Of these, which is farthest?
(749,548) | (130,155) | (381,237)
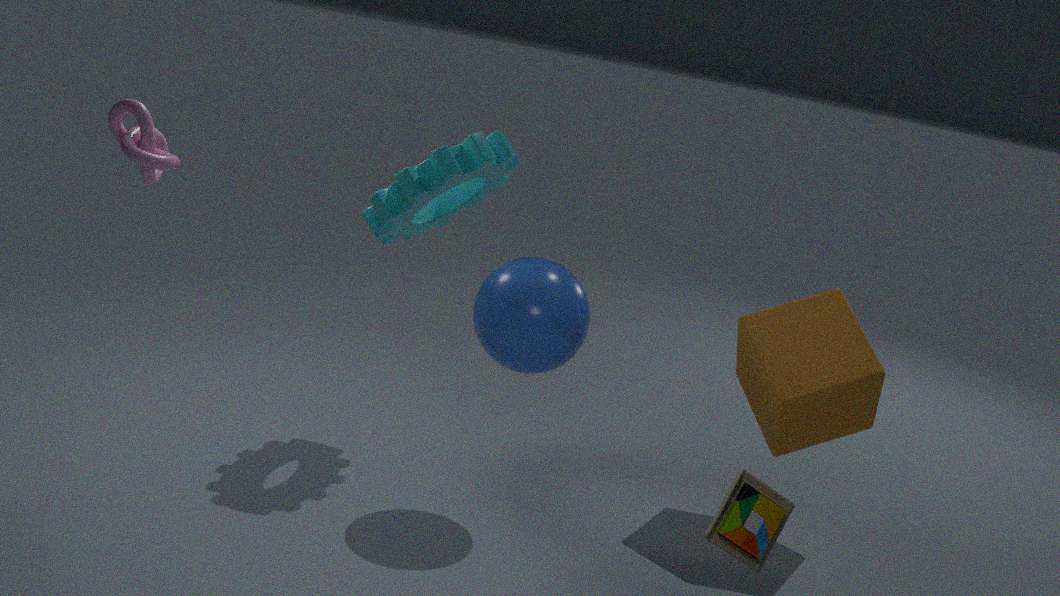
(381,237)
